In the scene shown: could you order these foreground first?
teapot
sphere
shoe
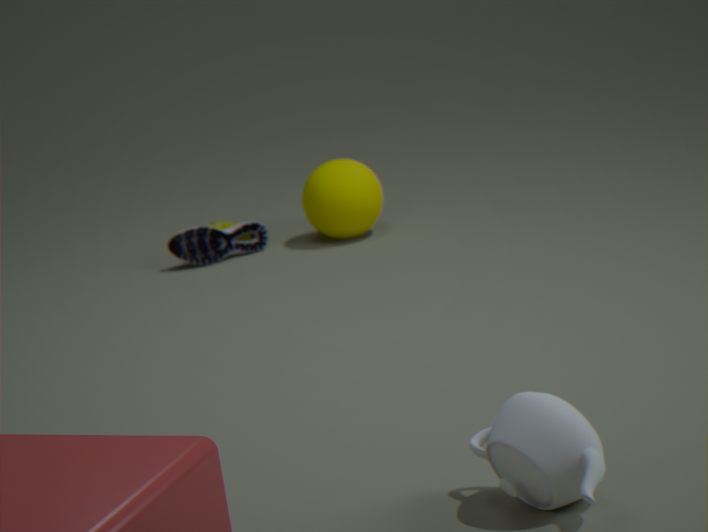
1. teapot
2. sphere
3. shoe
